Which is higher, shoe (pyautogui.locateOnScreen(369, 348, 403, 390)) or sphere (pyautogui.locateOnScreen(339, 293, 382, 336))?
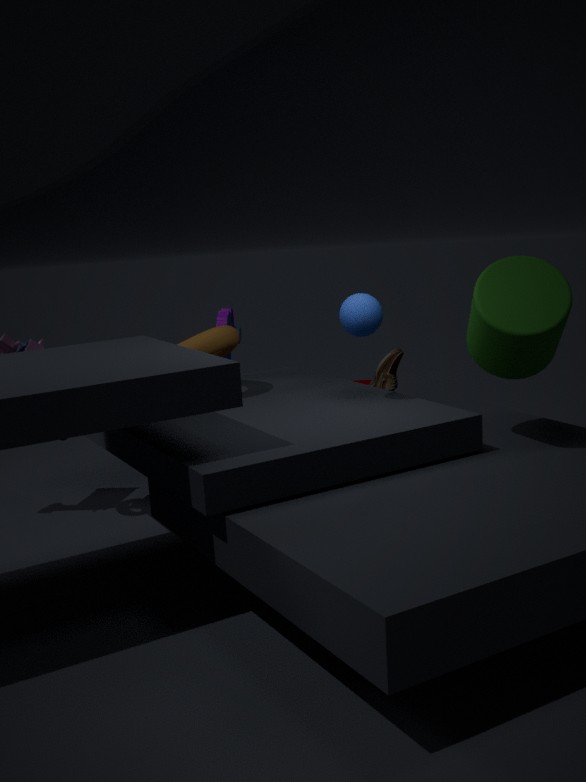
sphere (pyautogui.locateOnScreen(339, 293, 382, 336))
